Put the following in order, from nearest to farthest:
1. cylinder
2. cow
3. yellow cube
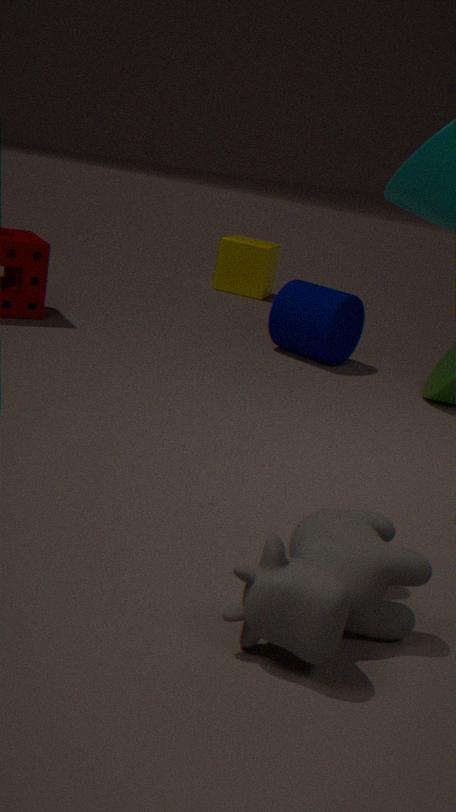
cow < cylinder < yellow cube
